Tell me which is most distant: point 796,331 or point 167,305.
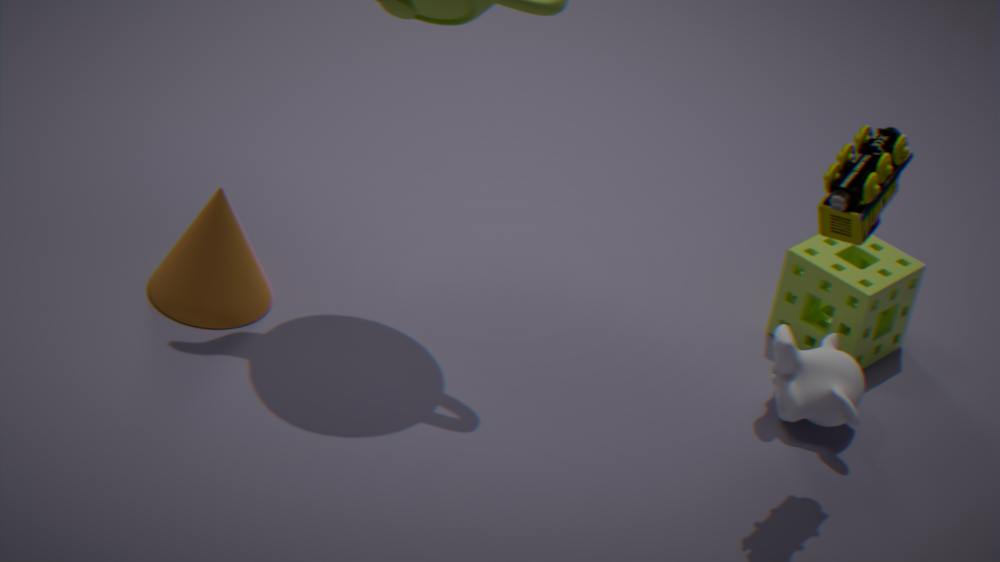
point 796,331
